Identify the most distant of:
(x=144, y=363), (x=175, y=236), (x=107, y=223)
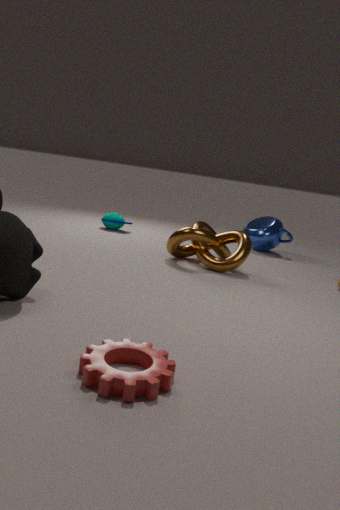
→ (x=107, y=223)
